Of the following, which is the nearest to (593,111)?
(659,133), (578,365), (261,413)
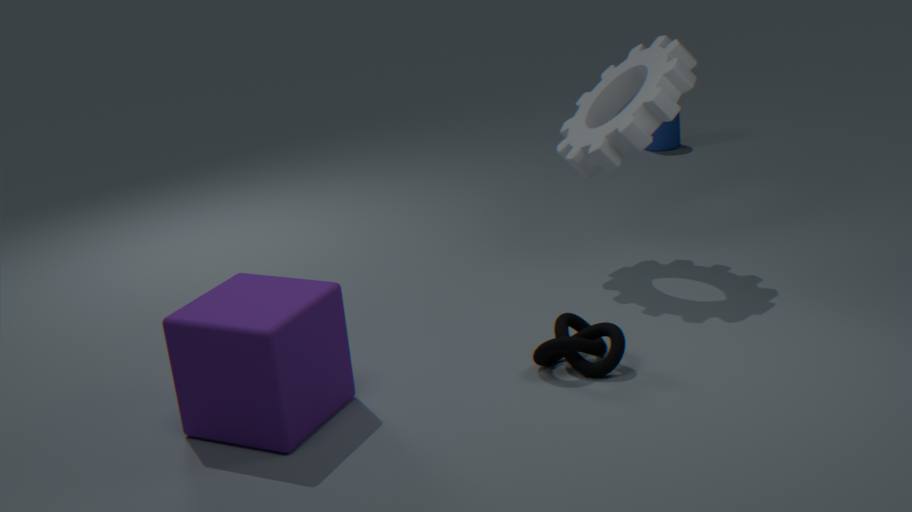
(578,365)
